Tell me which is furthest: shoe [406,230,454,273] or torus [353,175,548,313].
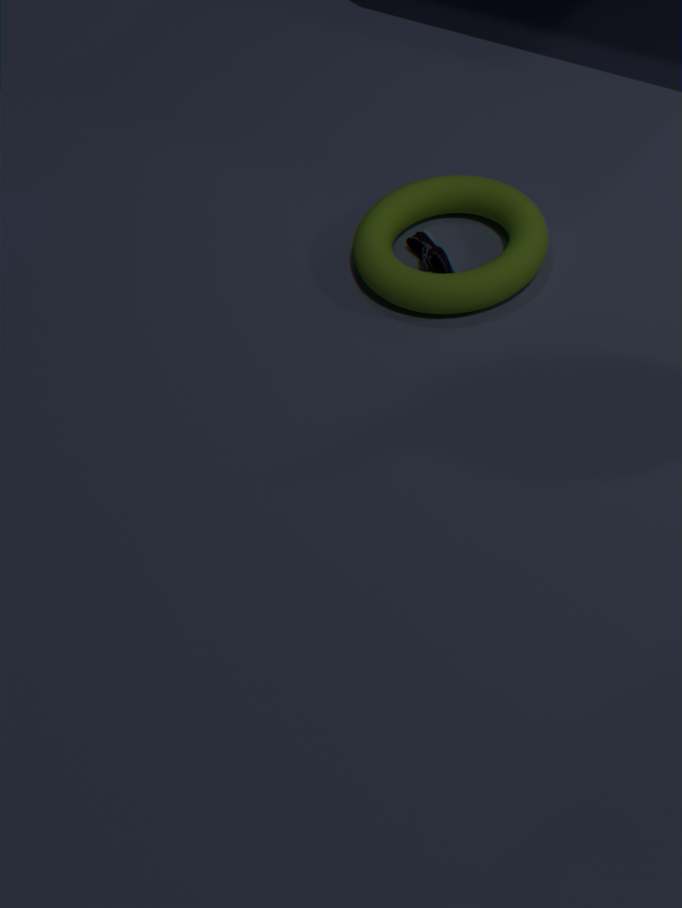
shoe [406,230,454,273]
